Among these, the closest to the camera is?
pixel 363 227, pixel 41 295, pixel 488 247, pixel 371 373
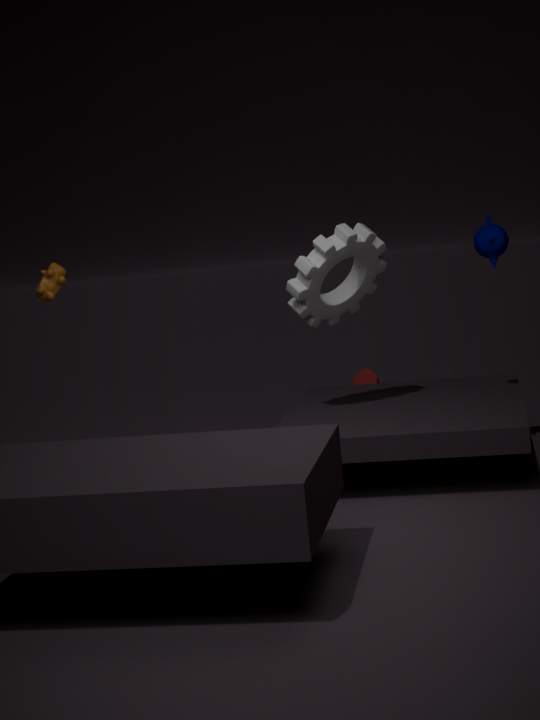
pixel 488 247
